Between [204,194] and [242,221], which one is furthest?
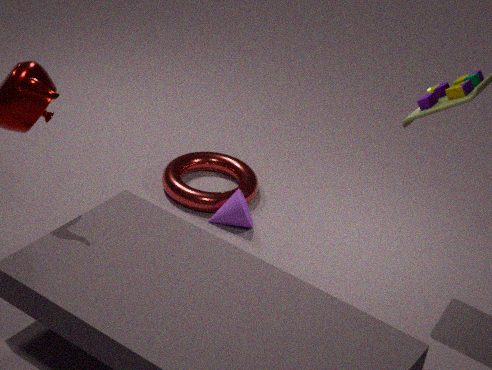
[204,194]
